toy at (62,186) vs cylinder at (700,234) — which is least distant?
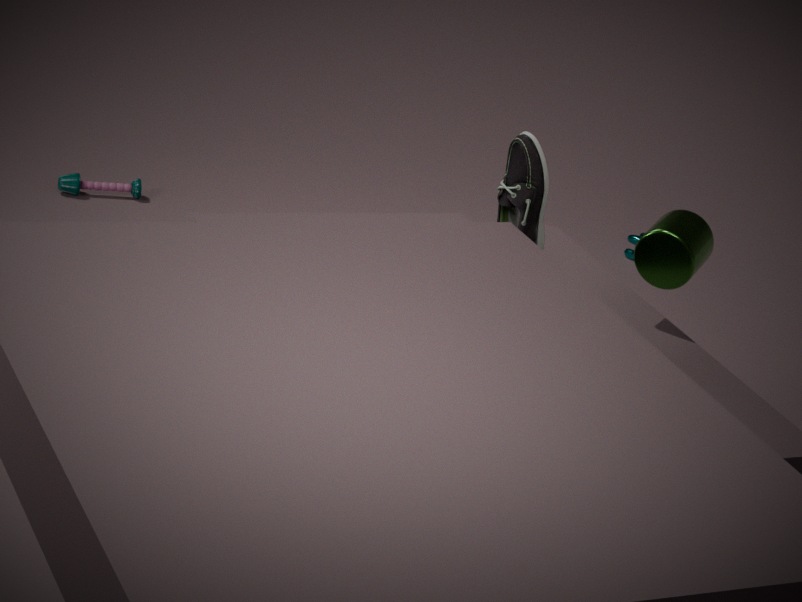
cylinder at (700,234)
